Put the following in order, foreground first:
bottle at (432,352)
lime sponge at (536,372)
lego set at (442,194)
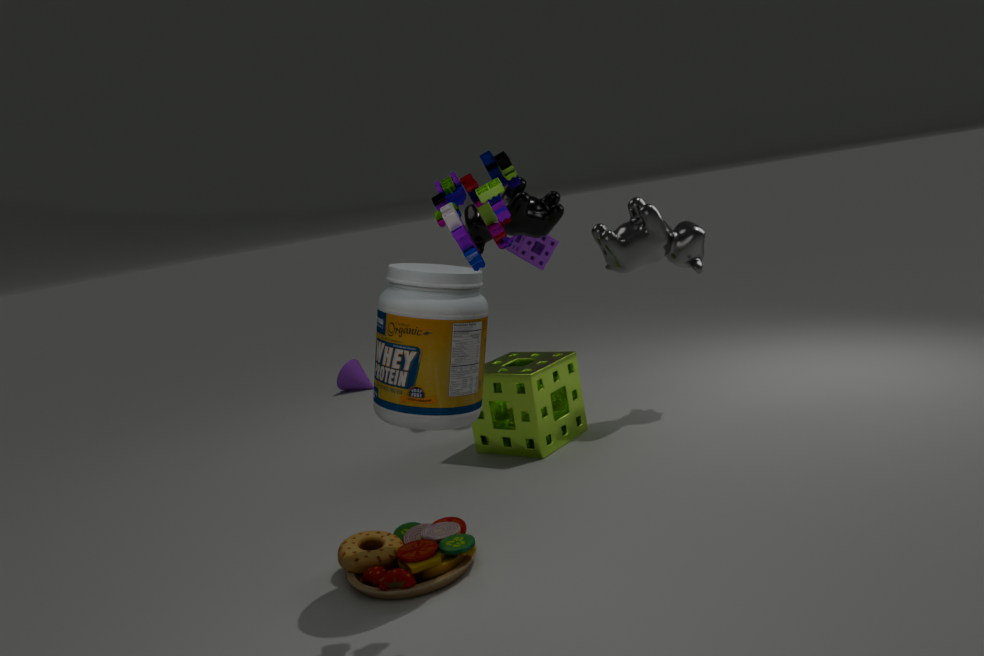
lego set at (442,194), bottle at (432,352), lime sponge at (536,372)
